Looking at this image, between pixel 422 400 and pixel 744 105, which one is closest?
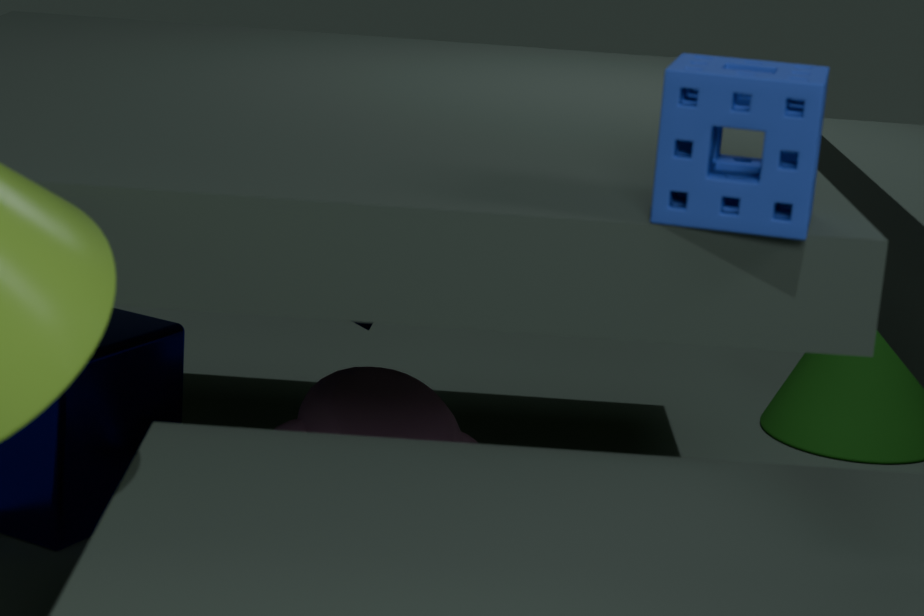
pixel 744 105
